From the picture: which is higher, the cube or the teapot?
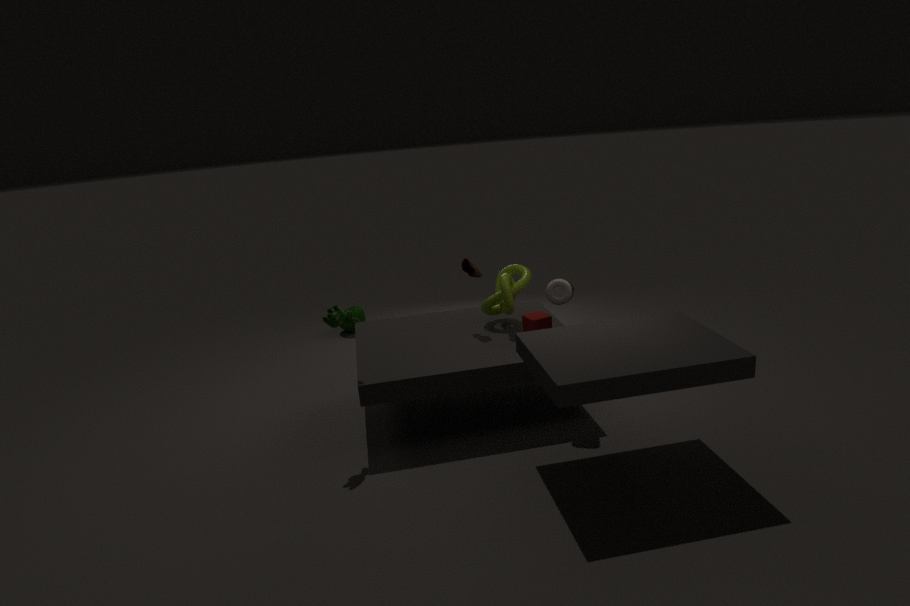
the cube
